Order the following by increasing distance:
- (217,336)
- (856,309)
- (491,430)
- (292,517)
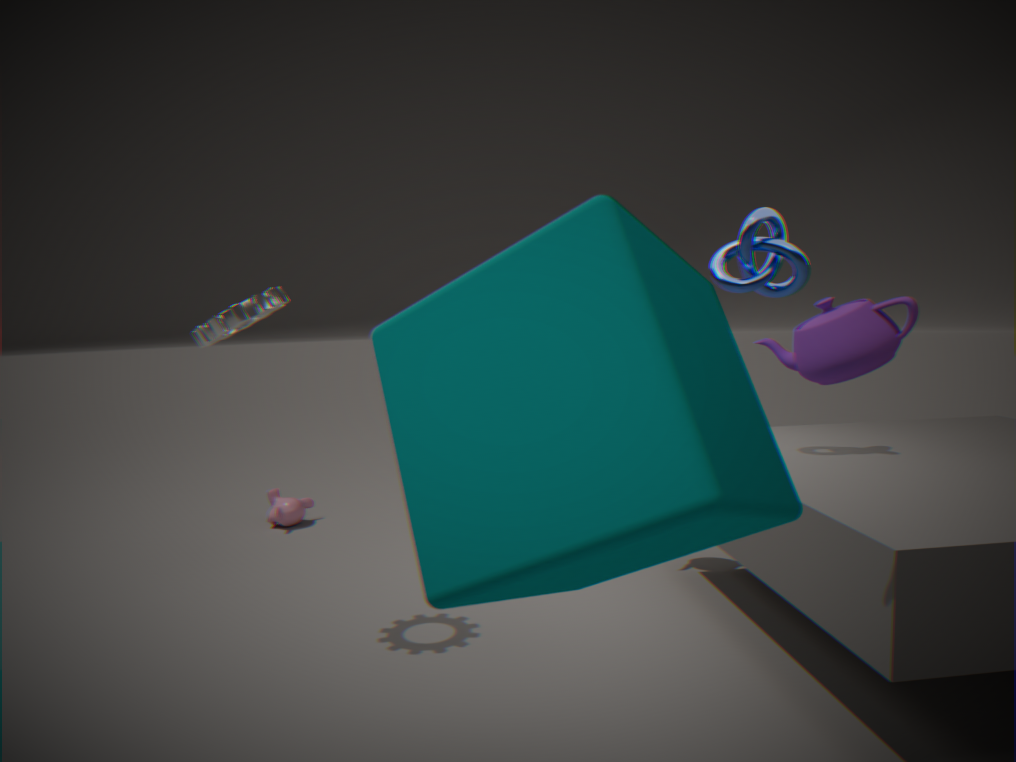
1. (491,430)
2. (856,309)
3. (217,336)
4. (292,517)
